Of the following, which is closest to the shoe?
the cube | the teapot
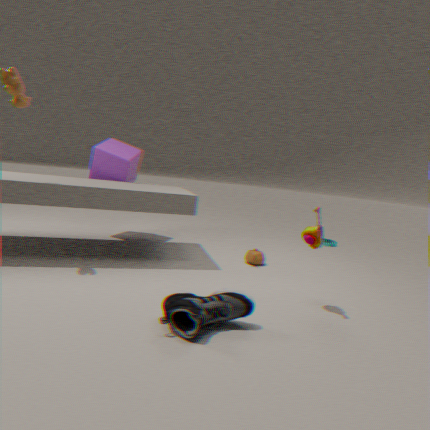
the teapot
